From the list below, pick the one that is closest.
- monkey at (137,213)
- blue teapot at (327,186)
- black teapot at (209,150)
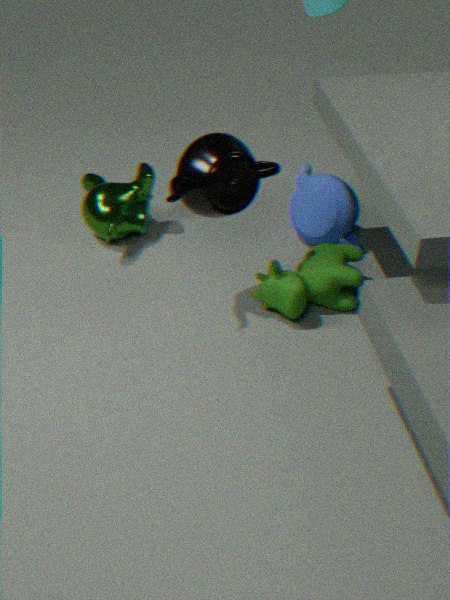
black teapot at (209,150)
